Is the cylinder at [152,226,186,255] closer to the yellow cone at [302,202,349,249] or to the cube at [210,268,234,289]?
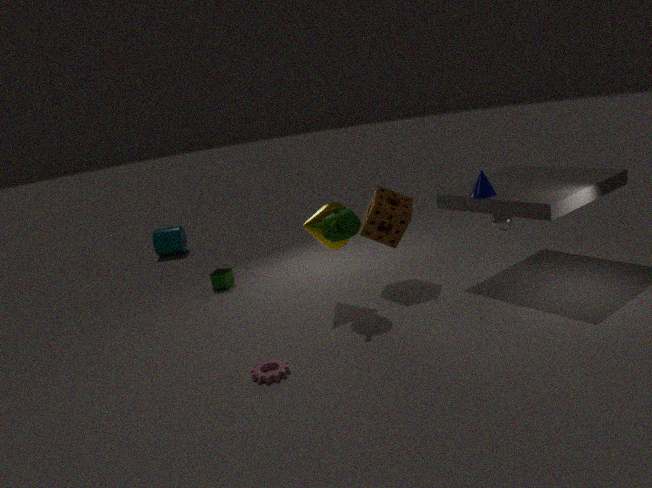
the cube at [210,268,234,289]
